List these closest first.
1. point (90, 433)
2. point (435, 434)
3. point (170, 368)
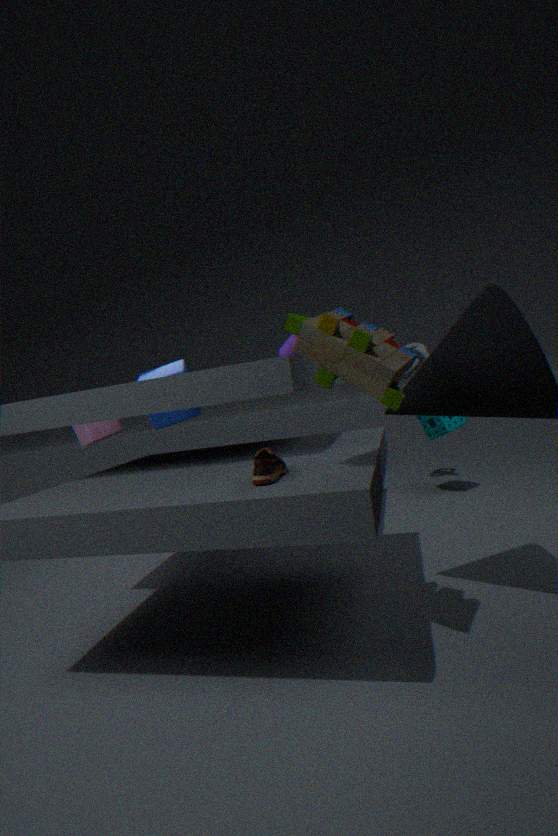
point (90, 433) → point (435, 434) → point (170, 368)
